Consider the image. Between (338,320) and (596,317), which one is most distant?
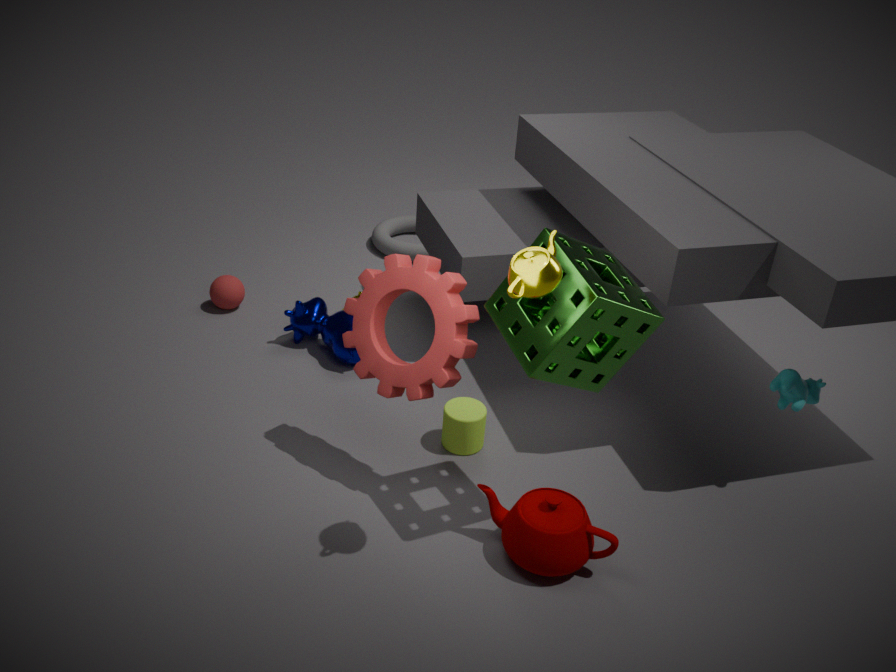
(338,320)
